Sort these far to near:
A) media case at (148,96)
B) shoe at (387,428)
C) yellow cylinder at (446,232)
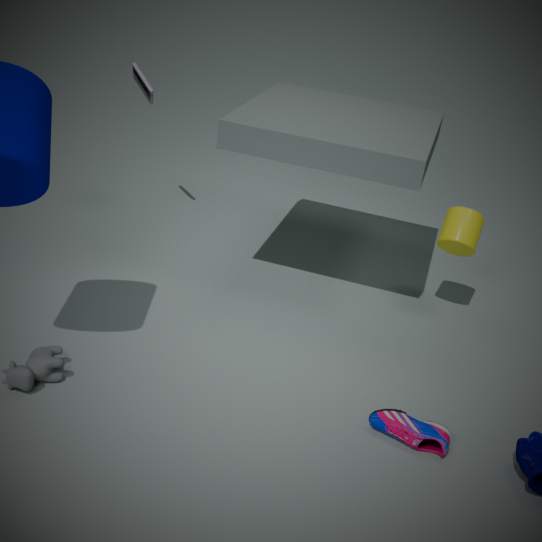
media case at (148,96)
yellow cylinder at (446,232)
shoe at (387,428)
